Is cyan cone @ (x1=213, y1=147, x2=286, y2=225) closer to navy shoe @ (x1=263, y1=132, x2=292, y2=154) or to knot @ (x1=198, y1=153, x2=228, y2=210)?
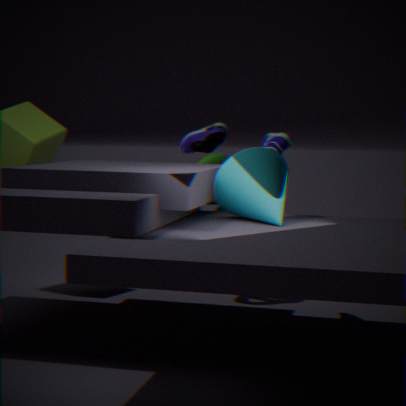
navy shoe @ (x1=263, y1=132, x2=292, y2=154)
